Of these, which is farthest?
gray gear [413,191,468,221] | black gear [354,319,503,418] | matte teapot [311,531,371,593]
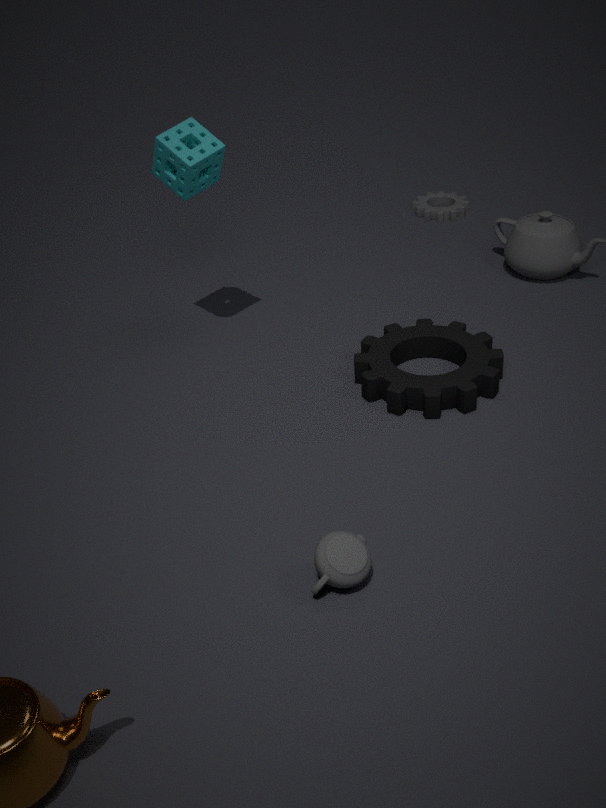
gray gear [413,191,468,221]
